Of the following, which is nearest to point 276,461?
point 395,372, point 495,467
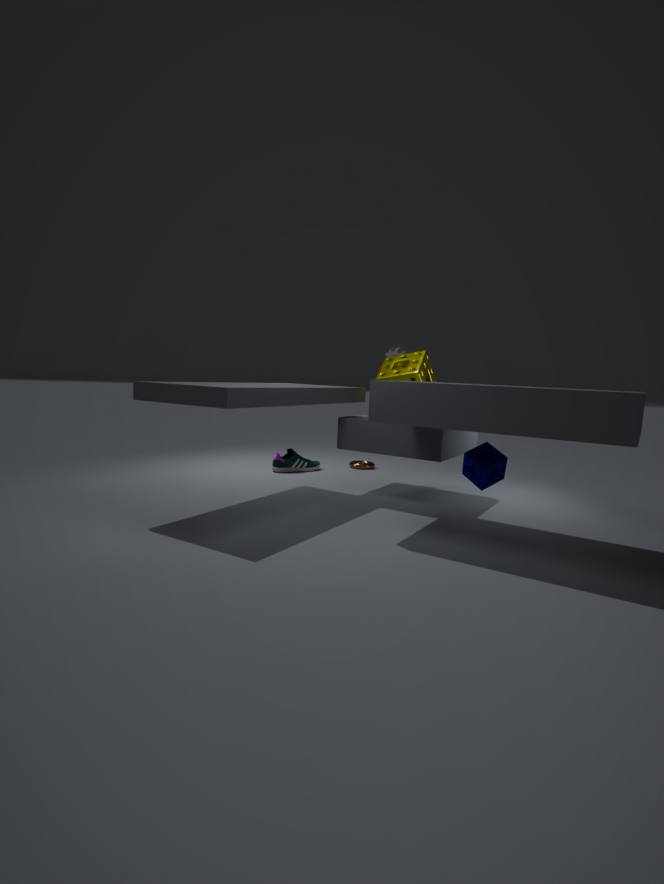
point 395,372
